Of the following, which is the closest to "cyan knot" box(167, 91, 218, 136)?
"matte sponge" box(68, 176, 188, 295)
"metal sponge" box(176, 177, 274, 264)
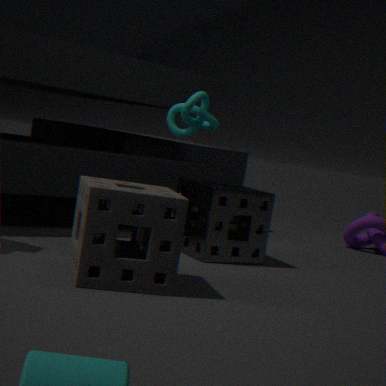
"metal sponge" box(176, 177, 274, 264)
